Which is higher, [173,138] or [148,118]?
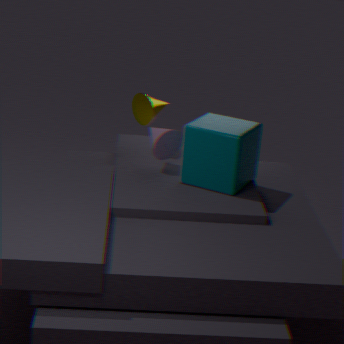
[148,118]
